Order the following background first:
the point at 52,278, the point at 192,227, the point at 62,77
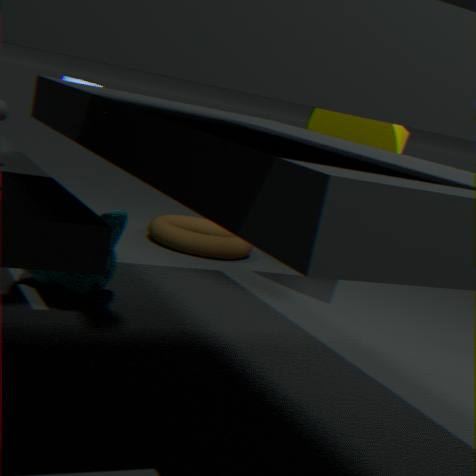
the point at 192,227, the point at 62,77, the point at 52,278
